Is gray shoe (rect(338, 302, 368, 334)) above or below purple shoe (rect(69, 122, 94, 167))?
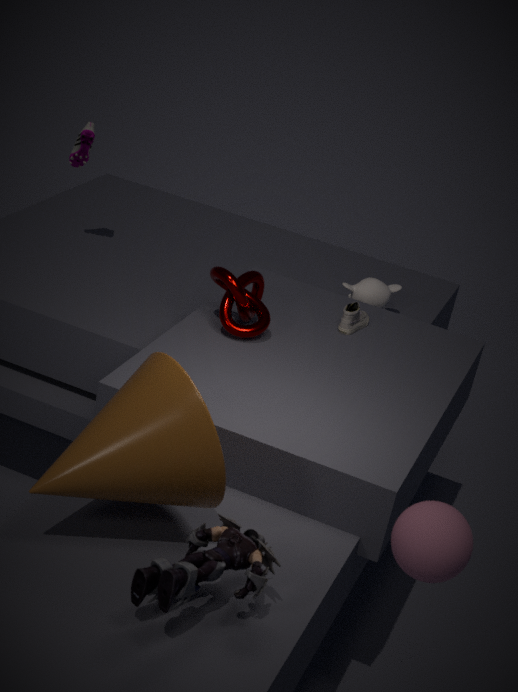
below
